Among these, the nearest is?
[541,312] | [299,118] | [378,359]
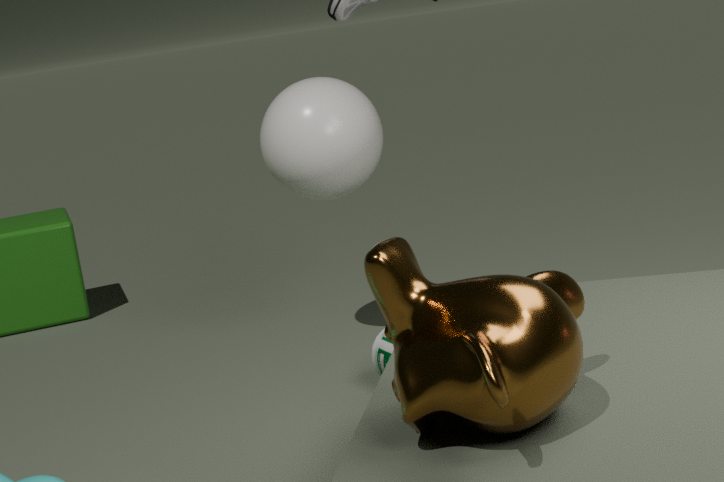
[541,312]
